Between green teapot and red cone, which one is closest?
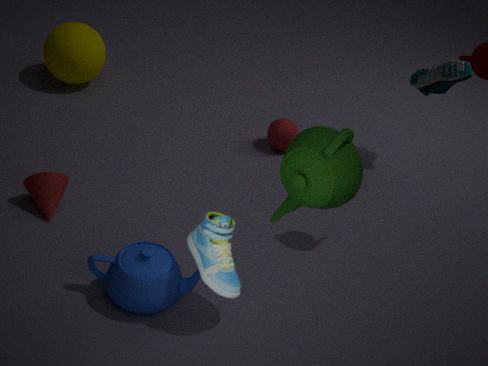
green teapot
